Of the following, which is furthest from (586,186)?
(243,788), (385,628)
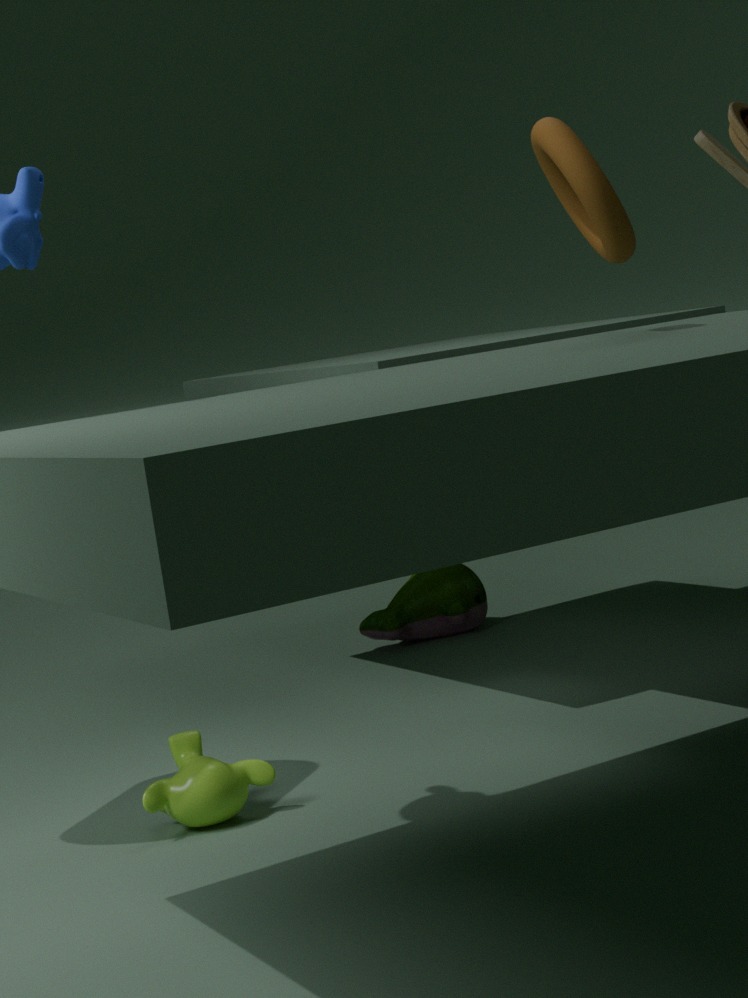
(385,628)
